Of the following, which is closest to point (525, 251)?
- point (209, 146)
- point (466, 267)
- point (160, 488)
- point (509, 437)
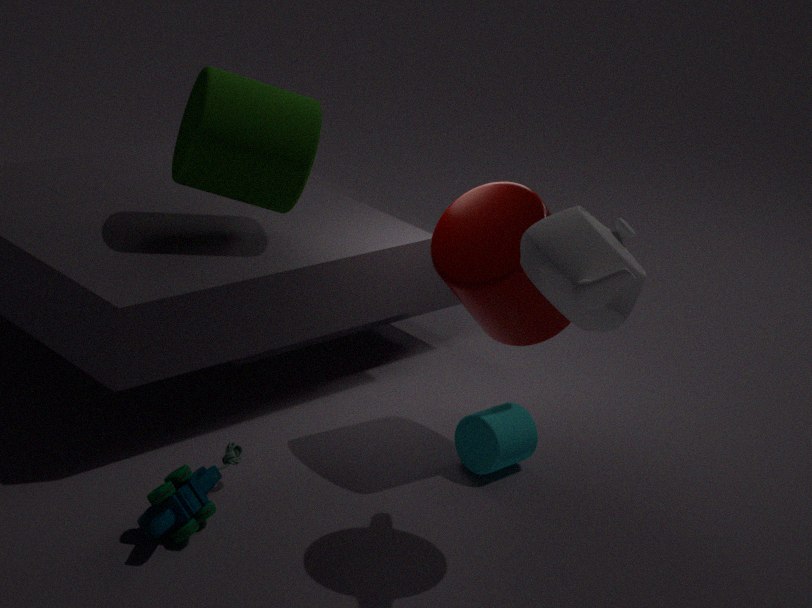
point (466, 267)
